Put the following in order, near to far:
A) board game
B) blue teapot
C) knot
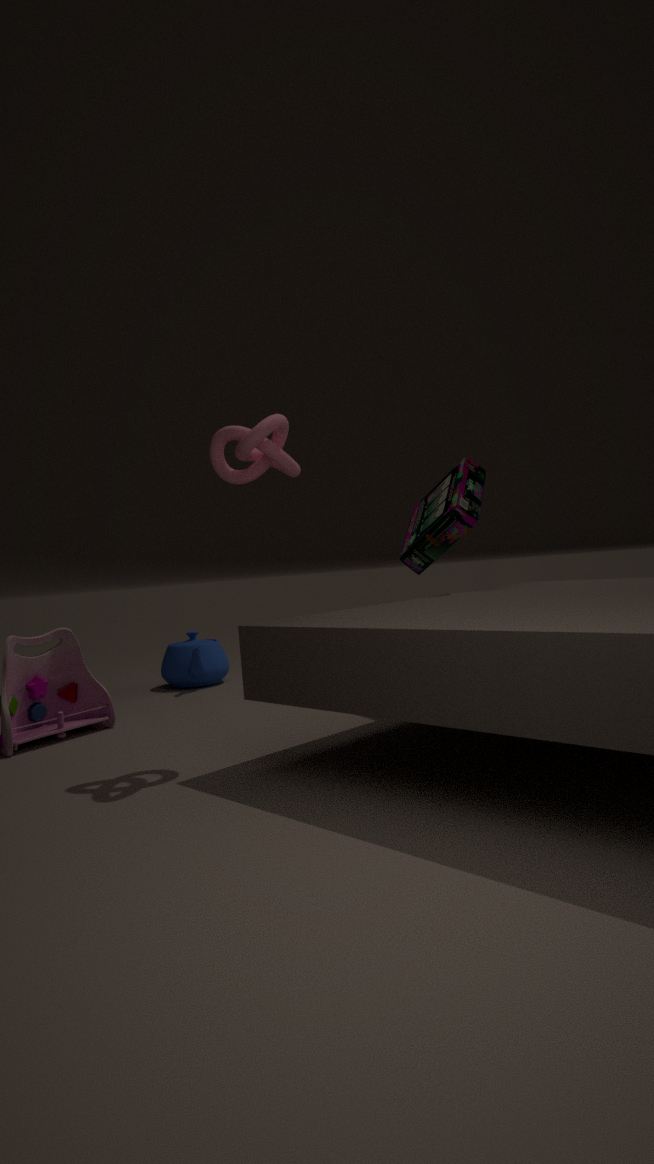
knot, board game, blue teapot
